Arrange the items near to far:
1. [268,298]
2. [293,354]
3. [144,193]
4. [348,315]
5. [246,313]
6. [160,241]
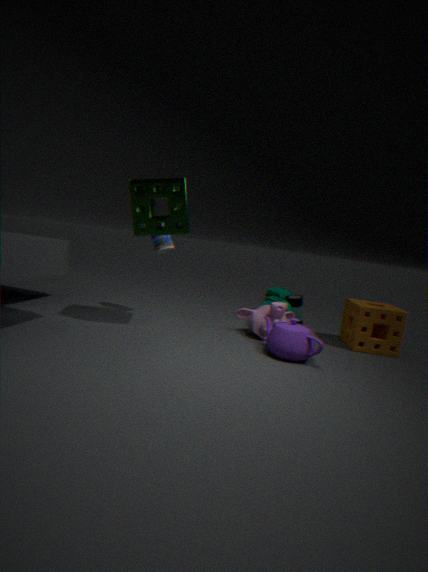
1. [293,354]
2. [144,193]
3. [160,241]
4. [246,313]
5. [348,315]
6. [268,298]
